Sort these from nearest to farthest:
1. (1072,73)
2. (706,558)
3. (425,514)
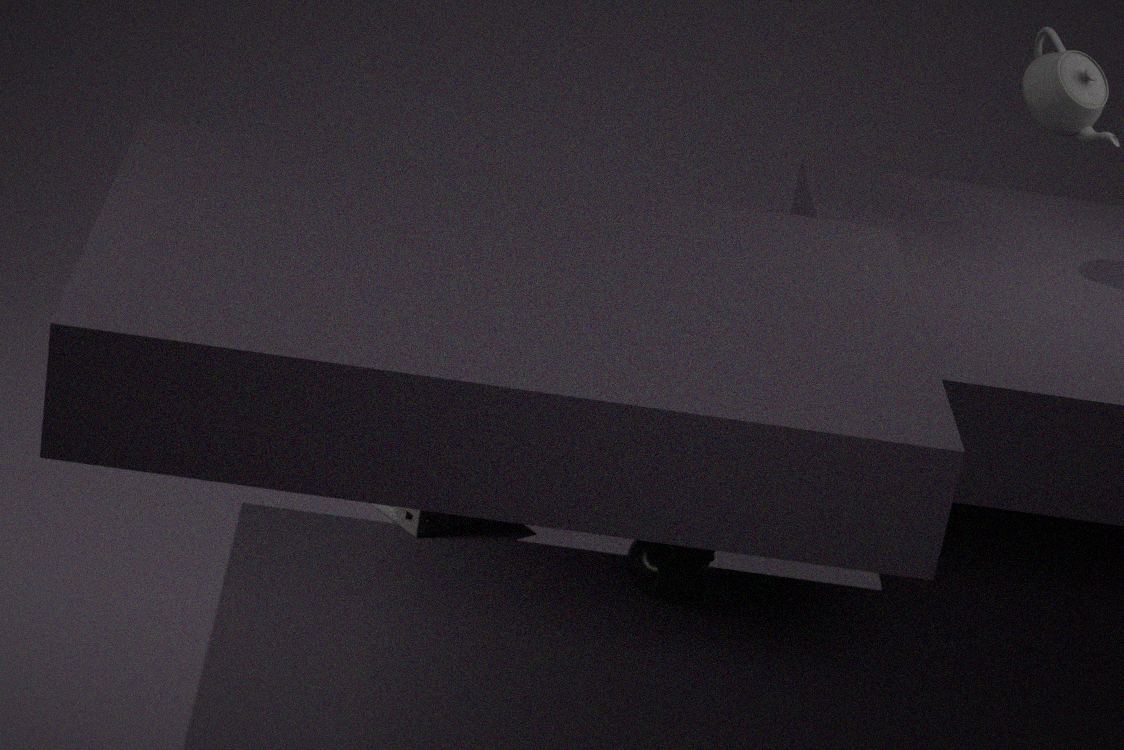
(1072,73), (706,558), (425,514)
